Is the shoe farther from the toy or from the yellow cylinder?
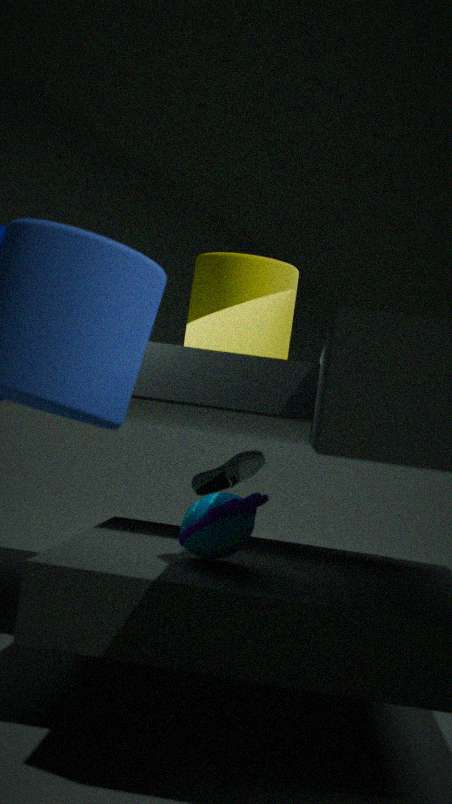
the toy
